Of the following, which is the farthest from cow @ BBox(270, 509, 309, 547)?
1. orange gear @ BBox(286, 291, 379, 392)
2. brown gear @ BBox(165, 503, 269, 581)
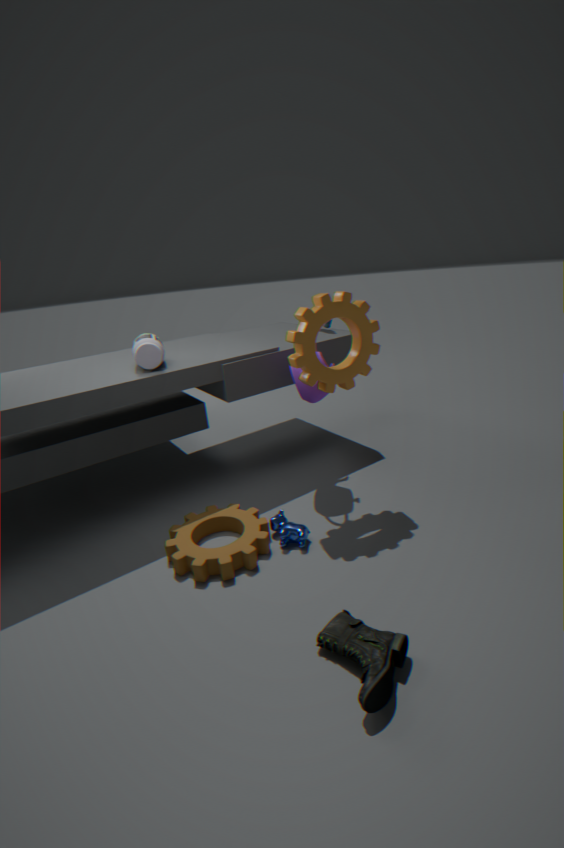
orange gear @ BBox(286, 291, 379, 392)
